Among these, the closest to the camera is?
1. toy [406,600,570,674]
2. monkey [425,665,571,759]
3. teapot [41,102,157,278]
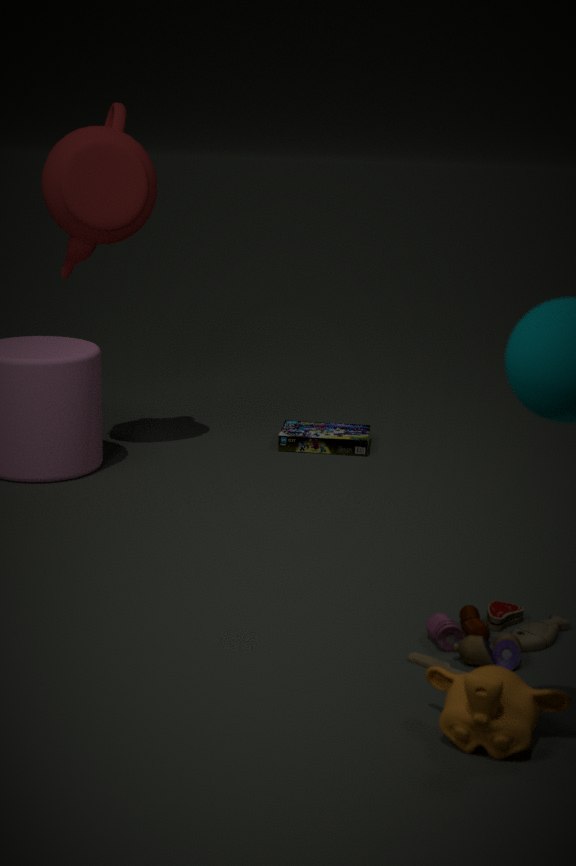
monkey [425,665,571,759]
